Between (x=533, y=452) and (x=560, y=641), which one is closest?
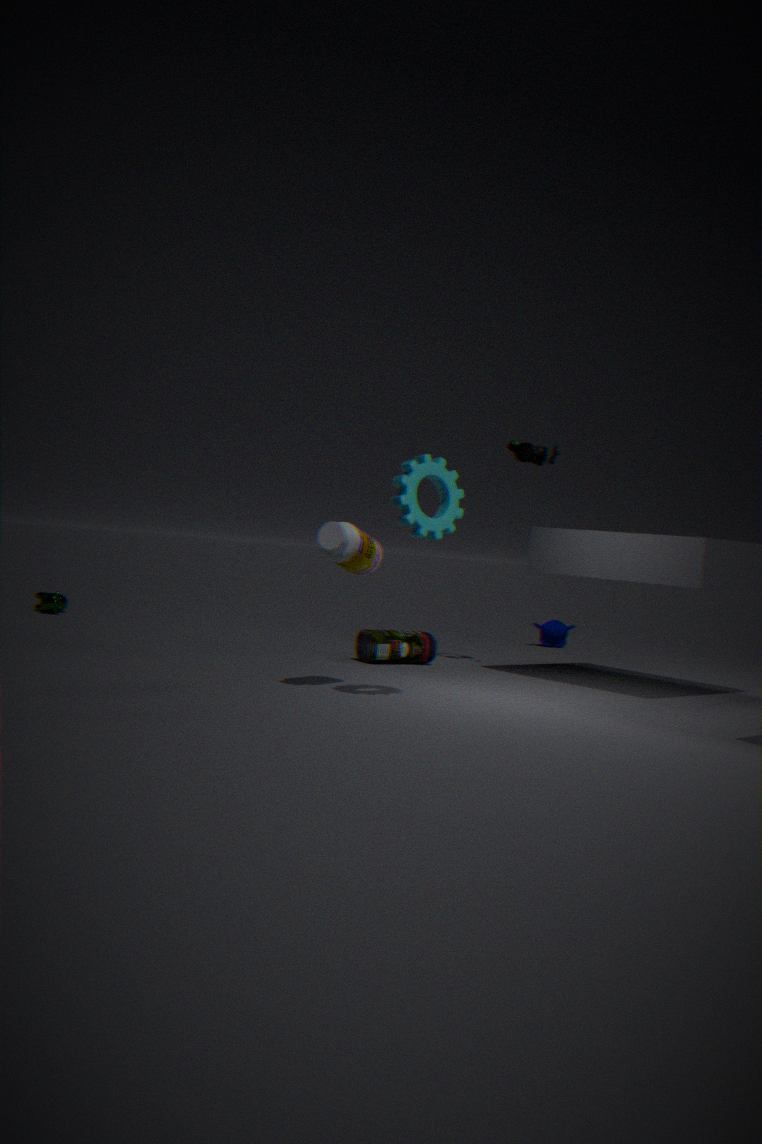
(x=533, y=452)
